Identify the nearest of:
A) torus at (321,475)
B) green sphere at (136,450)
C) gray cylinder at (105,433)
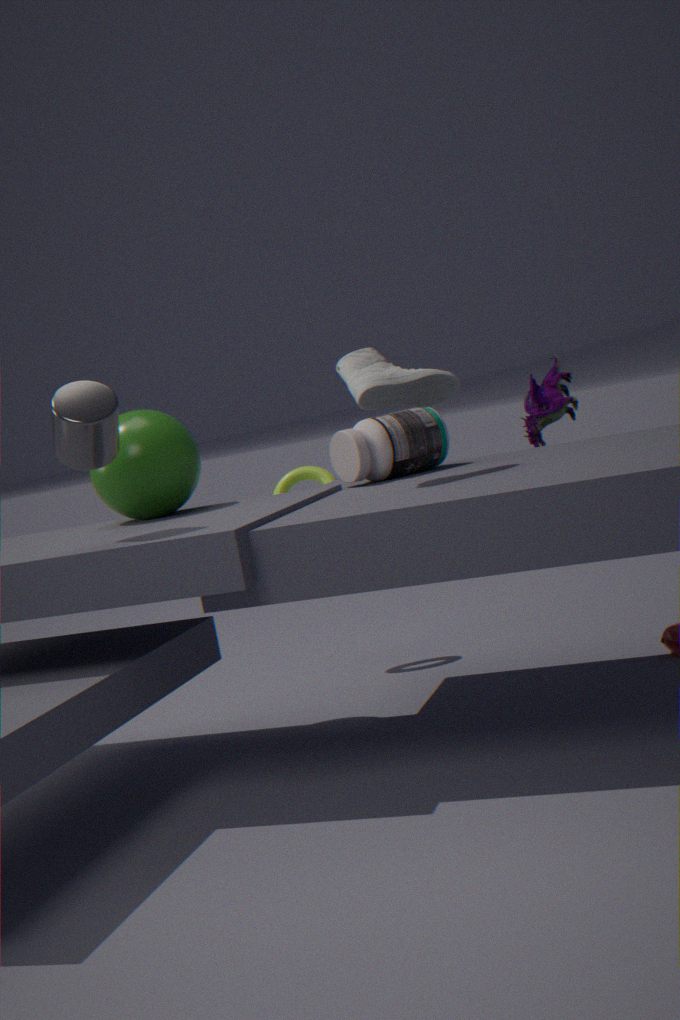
gray cylinder at (105,433)
